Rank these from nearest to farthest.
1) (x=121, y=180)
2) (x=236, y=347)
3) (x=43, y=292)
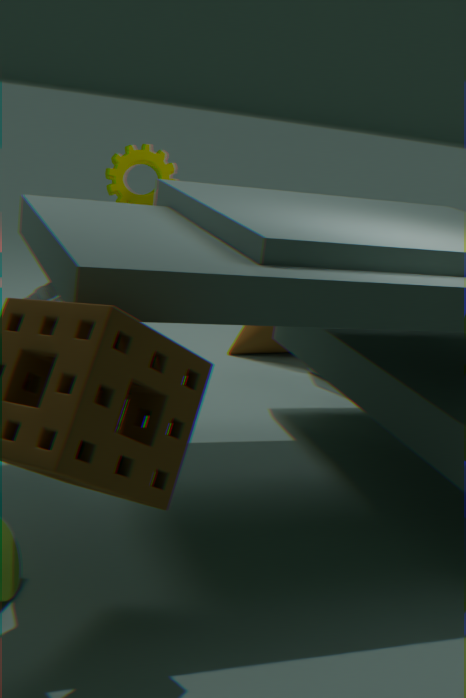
3. (x=43, y=292) → 1. (x=121, y=180) → 2. (x=236, y=347)
